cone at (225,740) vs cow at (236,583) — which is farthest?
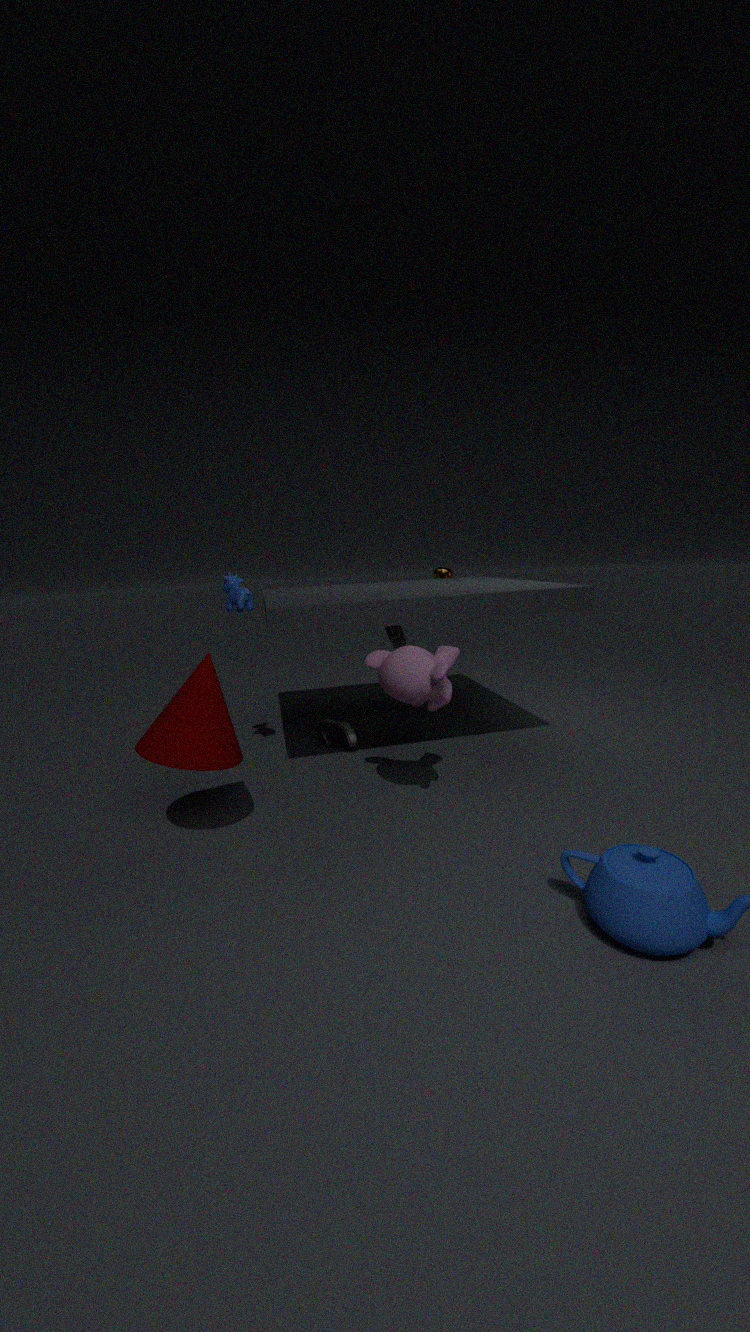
cow at (236,583)
